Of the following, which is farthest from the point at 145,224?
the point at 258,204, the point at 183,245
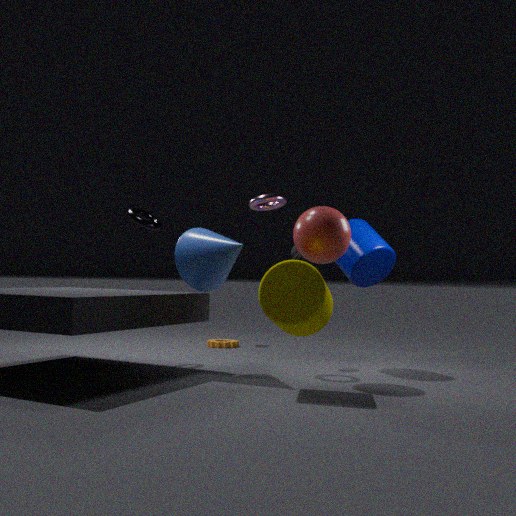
the point at 258,204
